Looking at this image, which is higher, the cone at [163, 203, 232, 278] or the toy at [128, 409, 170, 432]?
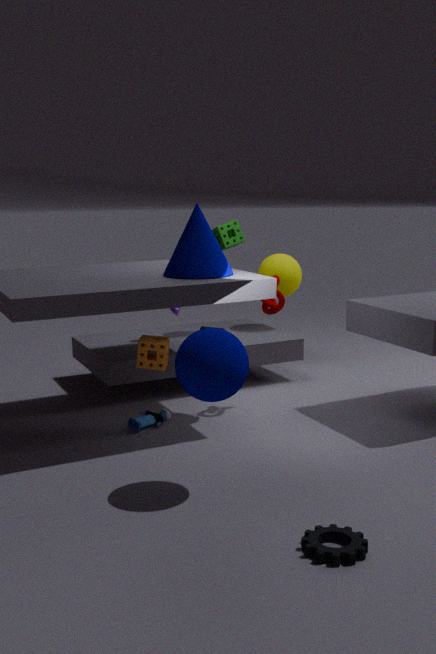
the cone at [163, 203, 232, 278]
